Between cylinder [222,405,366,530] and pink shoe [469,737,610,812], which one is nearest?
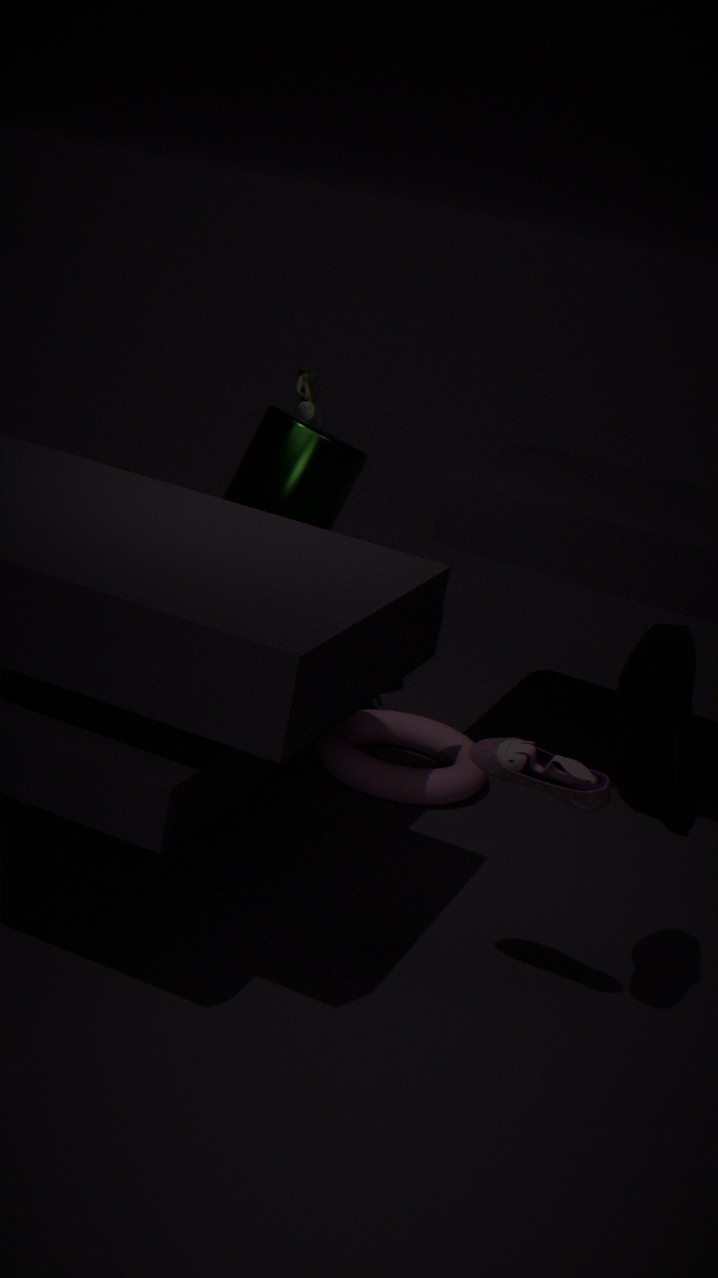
pink shoe [469,737,610,812]
